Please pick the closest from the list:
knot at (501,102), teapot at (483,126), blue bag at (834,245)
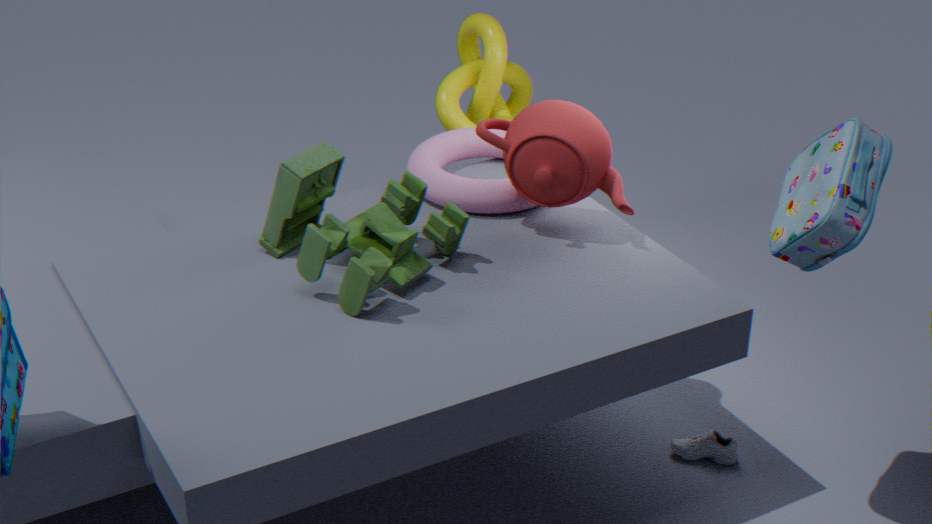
blue bag at (834,245)
